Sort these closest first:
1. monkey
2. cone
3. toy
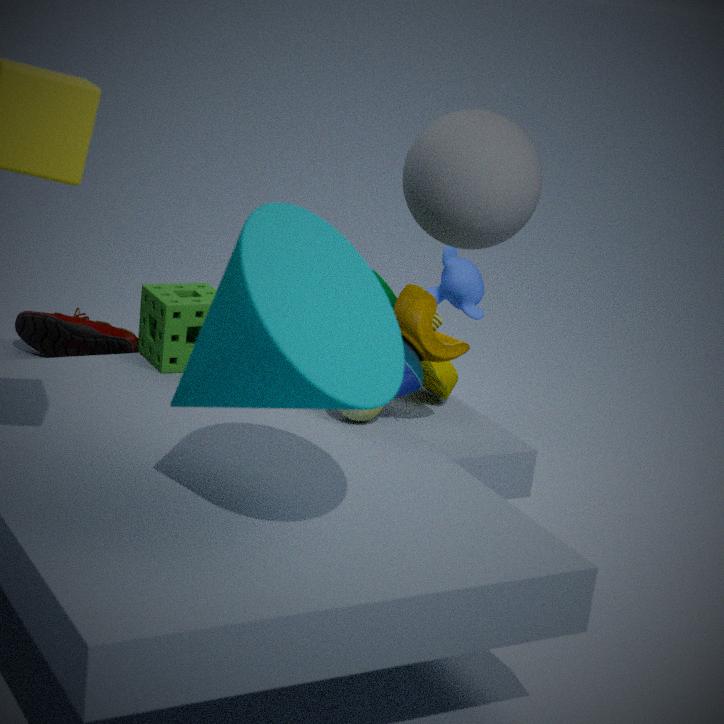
cone, toy, monkey
